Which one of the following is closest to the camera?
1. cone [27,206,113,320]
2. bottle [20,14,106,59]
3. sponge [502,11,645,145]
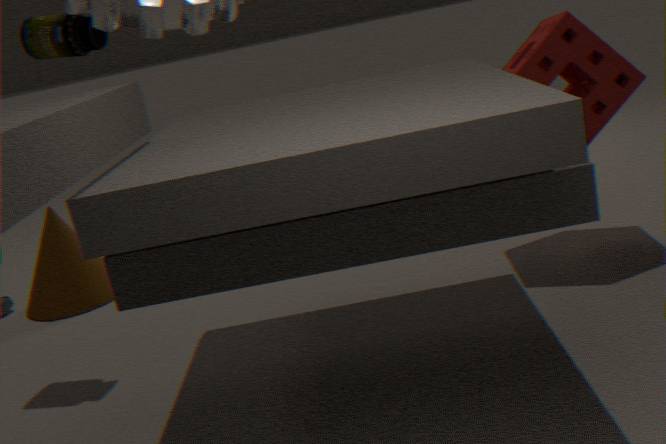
bottle [20,14,106,59]
